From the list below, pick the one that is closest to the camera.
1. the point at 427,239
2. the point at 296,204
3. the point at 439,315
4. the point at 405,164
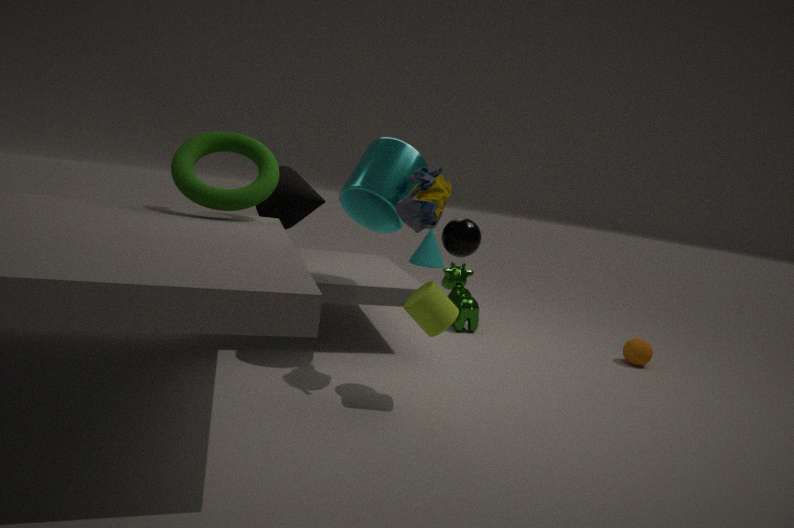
the point at 439,315
